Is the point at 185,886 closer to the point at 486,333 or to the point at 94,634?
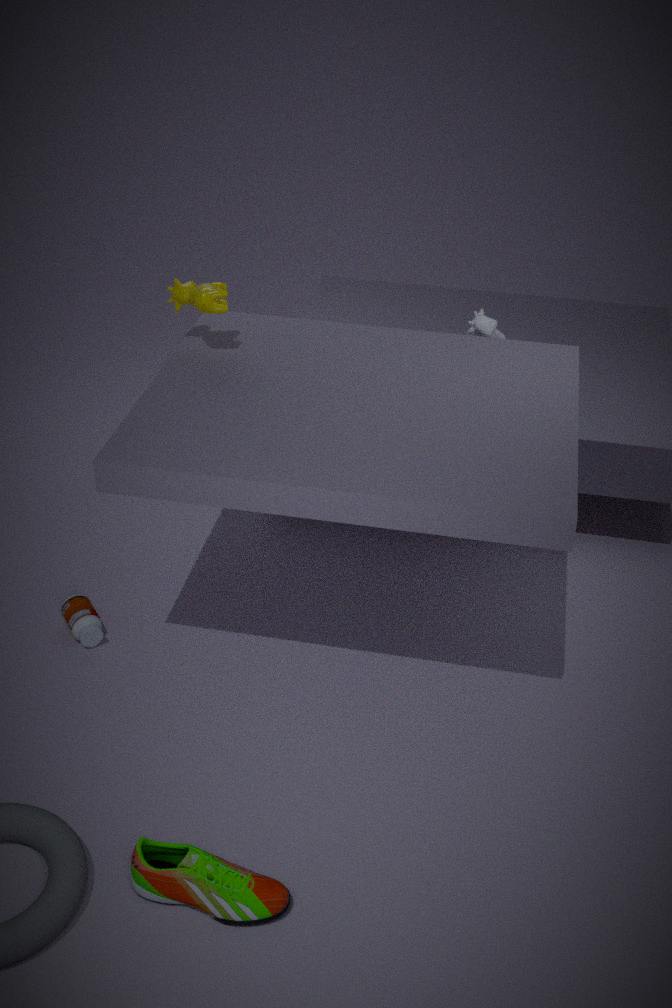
the point at 94,634
